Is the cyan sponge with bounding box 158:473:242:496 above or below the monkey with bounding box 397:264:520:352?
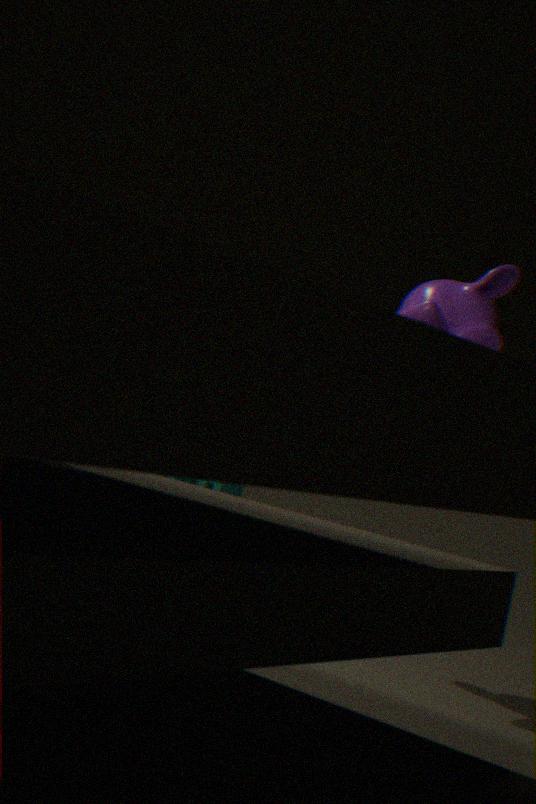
below
